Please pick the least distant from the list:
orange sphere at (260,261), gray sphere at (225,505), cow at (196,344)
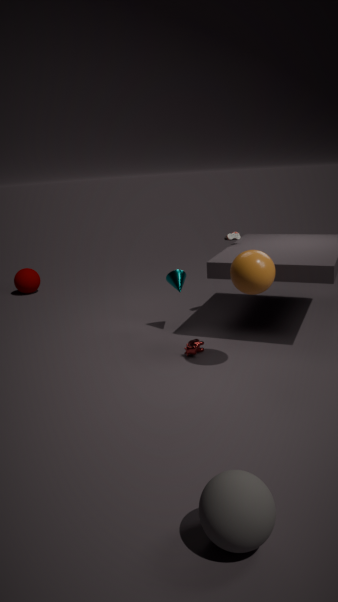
gray sphere at (225,505)
